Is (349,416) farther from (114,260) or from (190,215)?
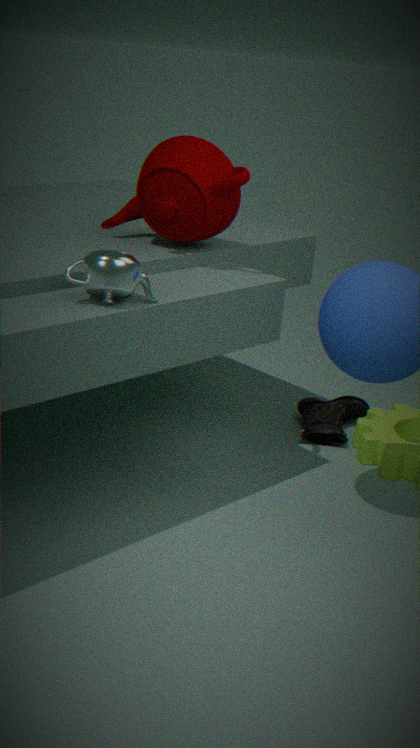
(114,260)
